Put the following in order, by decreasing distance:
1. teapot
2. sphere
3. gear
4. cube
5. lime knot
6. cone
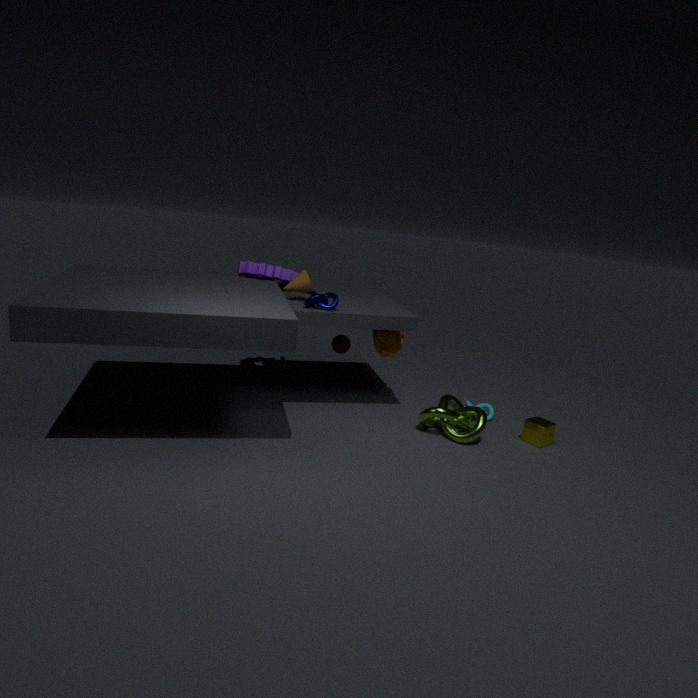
sphere < gear < teapot < cone < cube < lime knot
